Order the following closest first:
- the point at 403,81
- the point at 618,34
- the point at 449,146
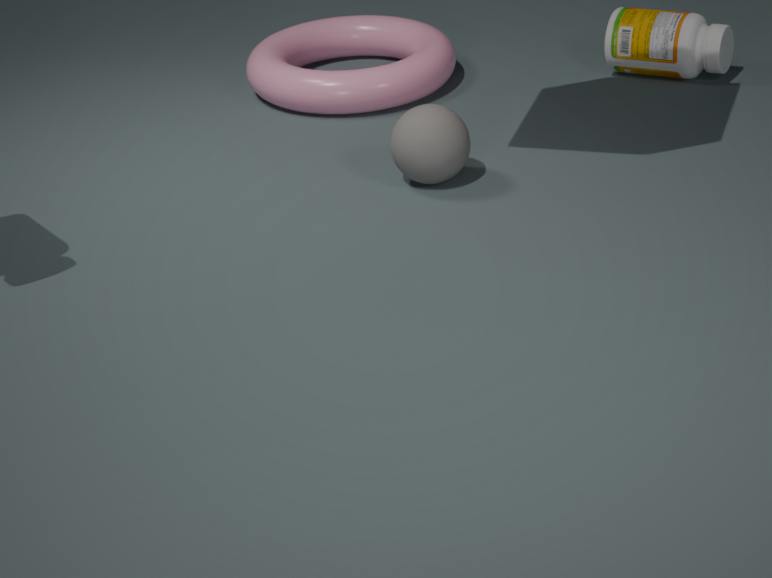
1. the point at 449,146
2. the point at 403,81
3. the point at 618,34
